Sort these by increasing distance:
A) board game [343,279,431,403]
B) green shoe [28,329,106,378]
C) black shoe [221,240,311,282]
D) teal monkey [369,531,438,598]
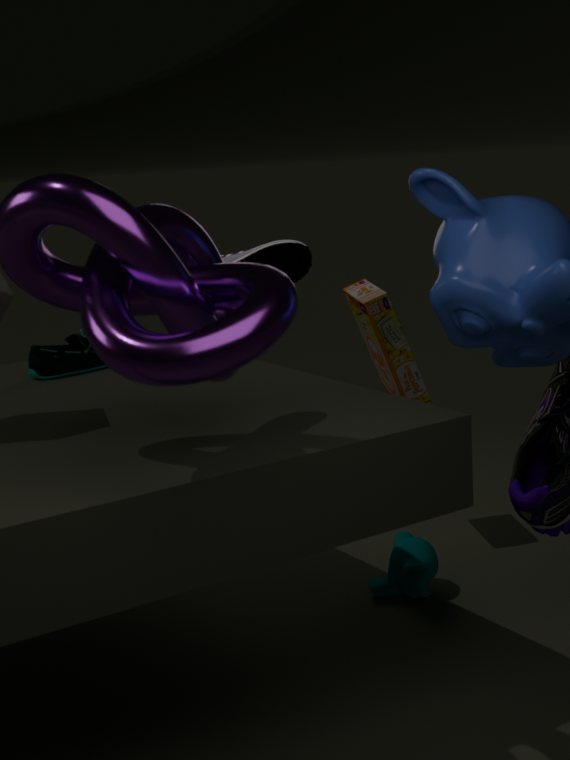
green shoe [28,329,106,378] → teal monkey [369,531,438,598] → board game [343,279,431,403] → black shoe [221,240,311,282]
